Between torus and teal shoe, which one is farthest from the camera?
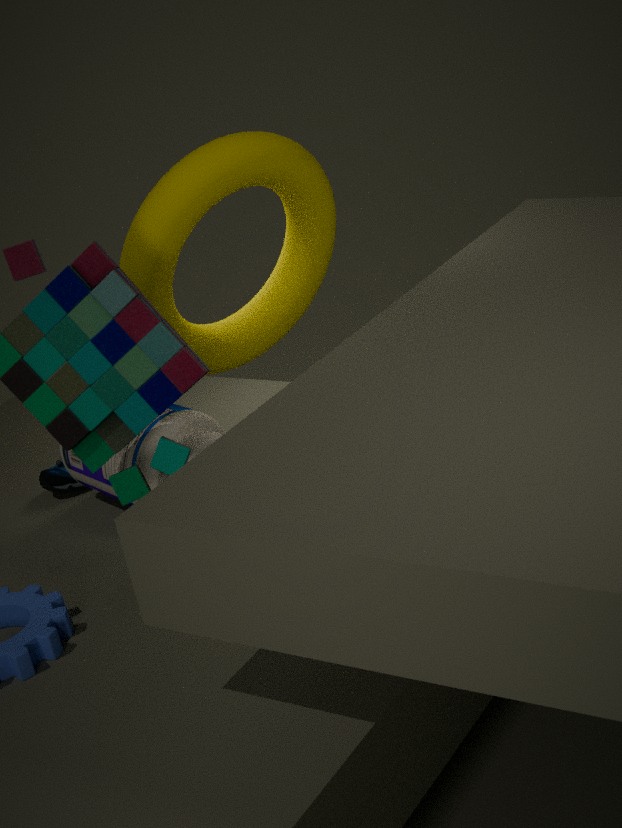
teal shoe
